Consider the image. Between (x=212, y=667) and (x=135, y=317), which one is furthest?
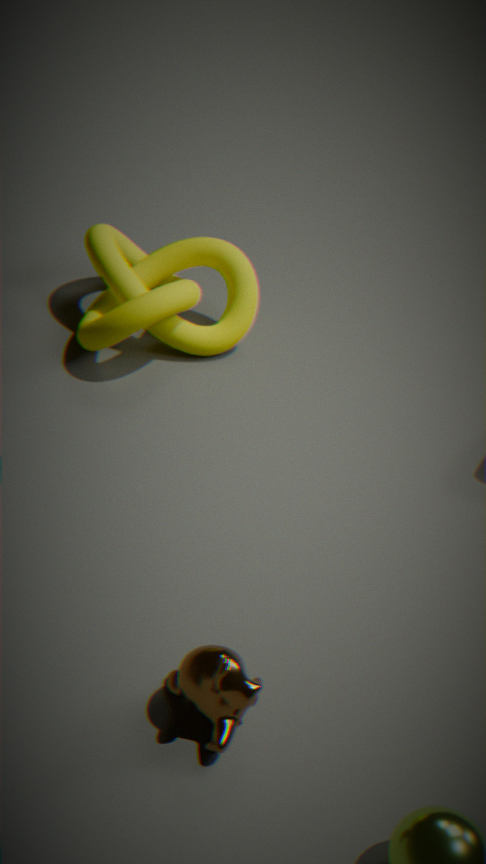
(x=135, y=317)
